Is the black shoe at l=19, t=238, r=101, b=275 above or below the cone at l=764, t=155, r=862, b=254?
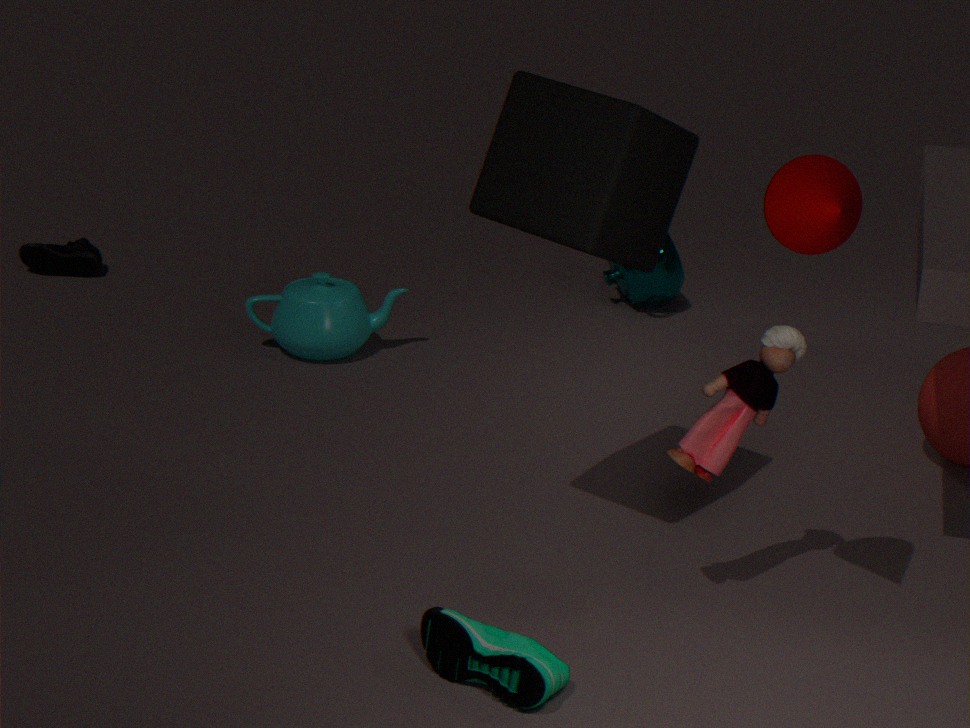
below
